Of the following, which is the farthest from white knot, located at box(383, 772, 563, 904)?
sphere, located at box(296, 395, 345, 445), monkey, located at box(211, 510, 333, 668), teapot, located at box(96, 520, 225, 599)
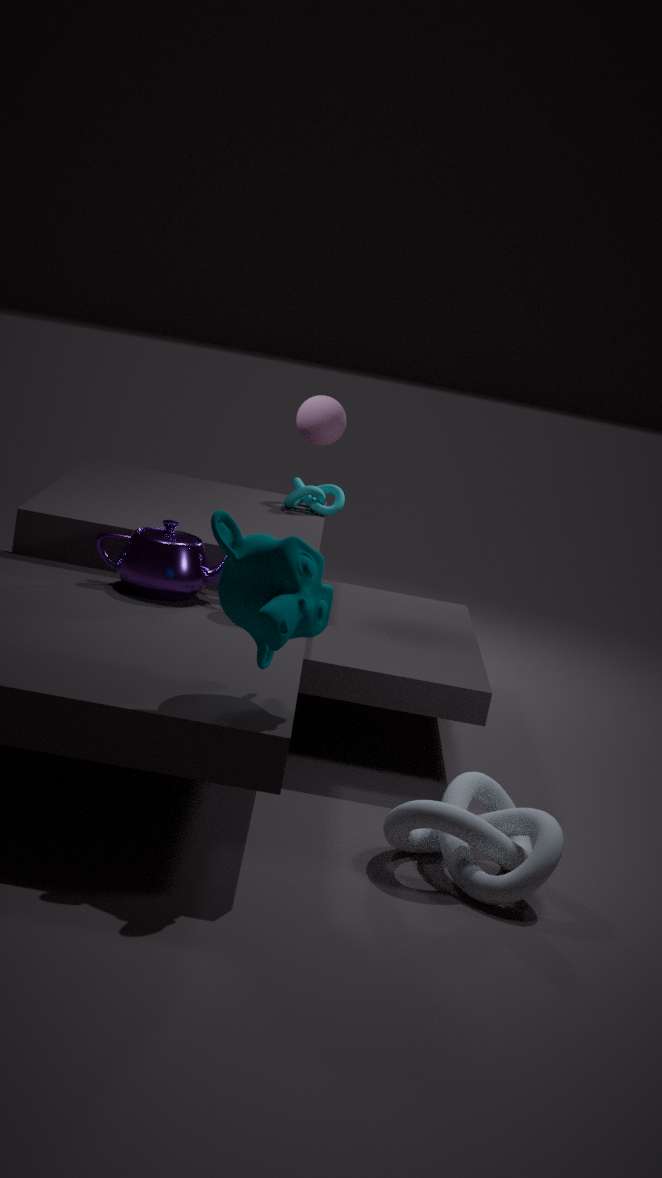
sphere, located at box(296, 395, 345, 445)
